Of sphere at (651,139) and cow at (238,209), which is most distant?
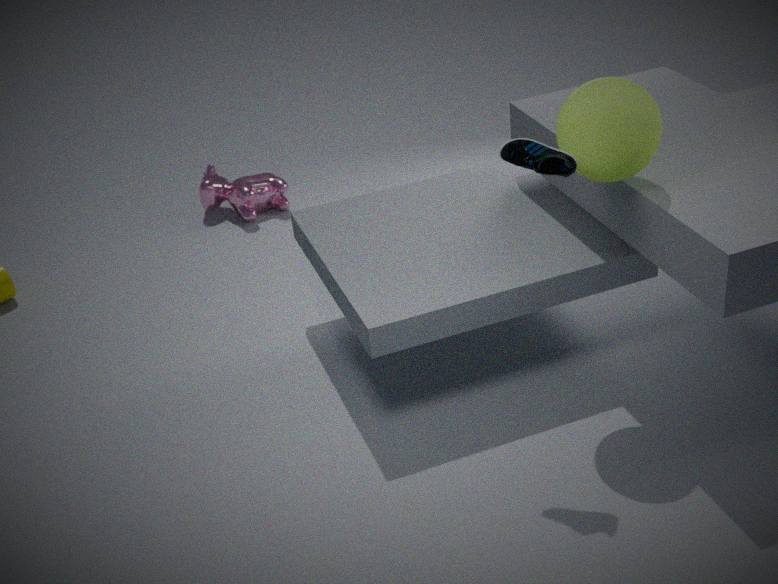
cow at (238,209)
